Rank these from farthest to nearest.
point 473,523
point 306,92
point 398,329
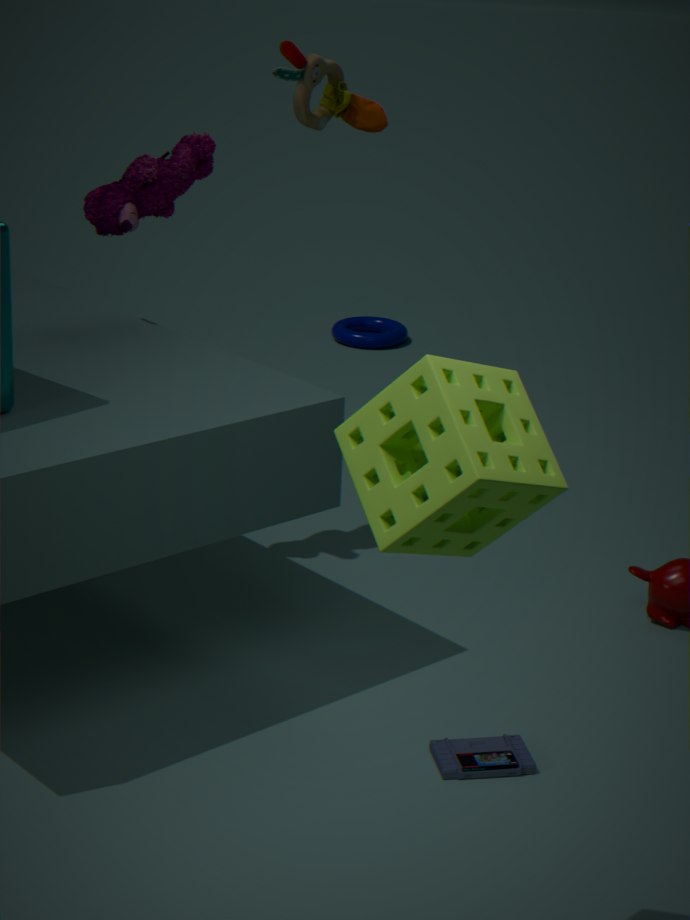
point 398,329, point 306,92, point 473,523
